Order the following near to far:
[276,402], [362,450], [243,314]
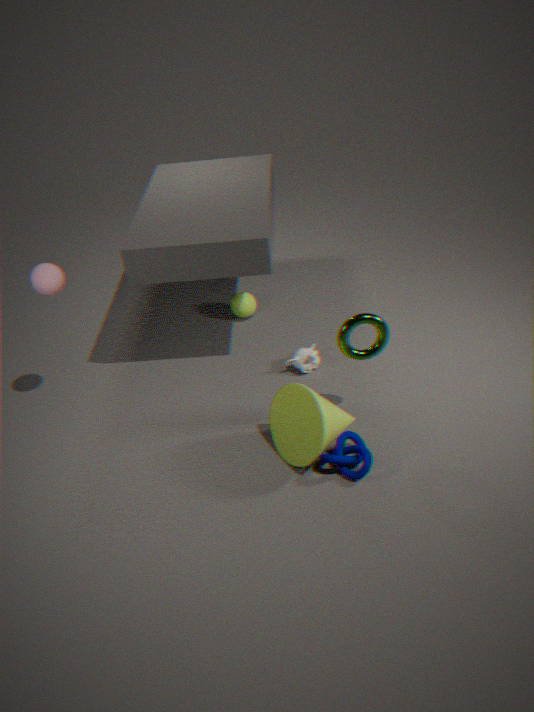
[362,450] → [276,402] → [243,314]
